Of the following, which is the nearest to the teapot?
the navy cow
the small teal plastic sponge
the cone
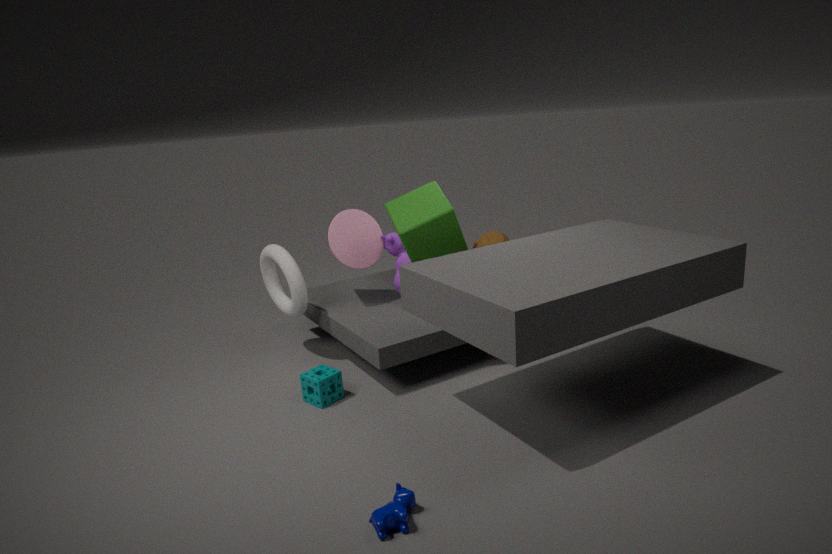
the cone
